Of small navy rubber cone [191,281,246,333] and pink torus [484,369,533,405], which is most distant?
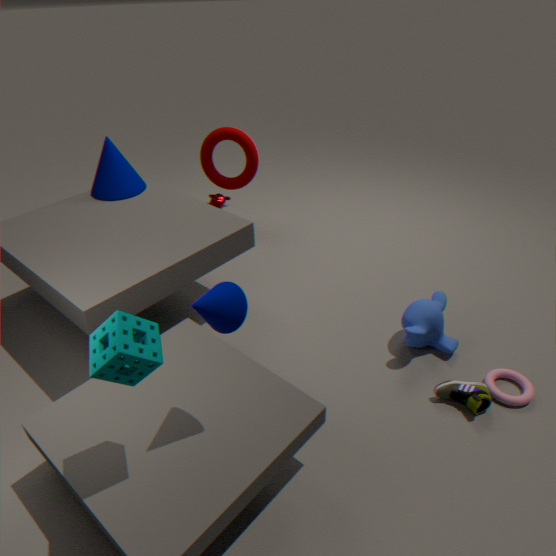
pink torus [484,369,533,405]
